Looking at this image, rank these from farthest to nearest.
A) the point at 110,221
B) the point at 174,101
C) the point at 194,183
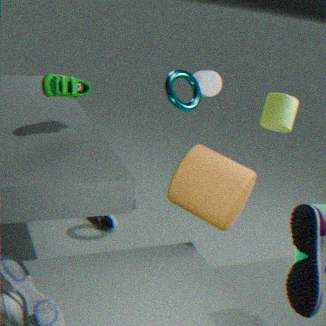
the point at 110,221 < the point at 174,101 < the point at 194,183
